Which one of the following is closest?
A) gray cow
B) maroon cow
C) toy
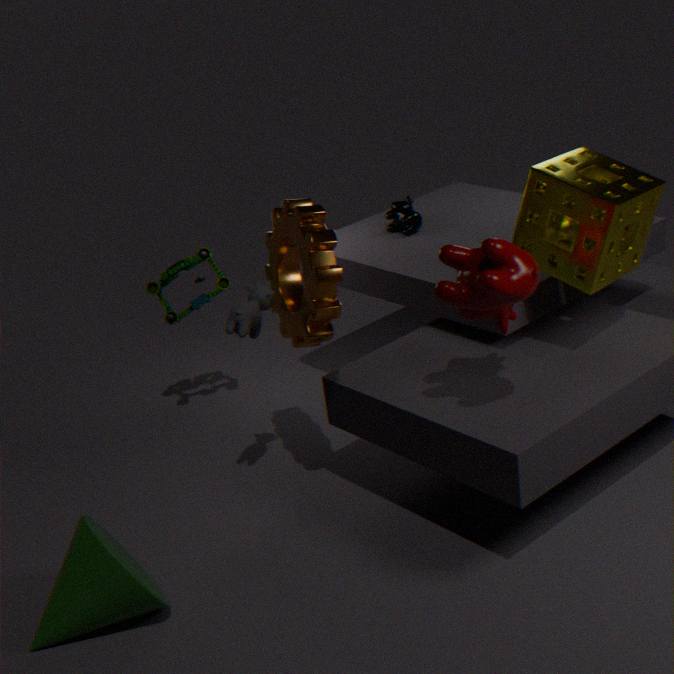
maroon cow
